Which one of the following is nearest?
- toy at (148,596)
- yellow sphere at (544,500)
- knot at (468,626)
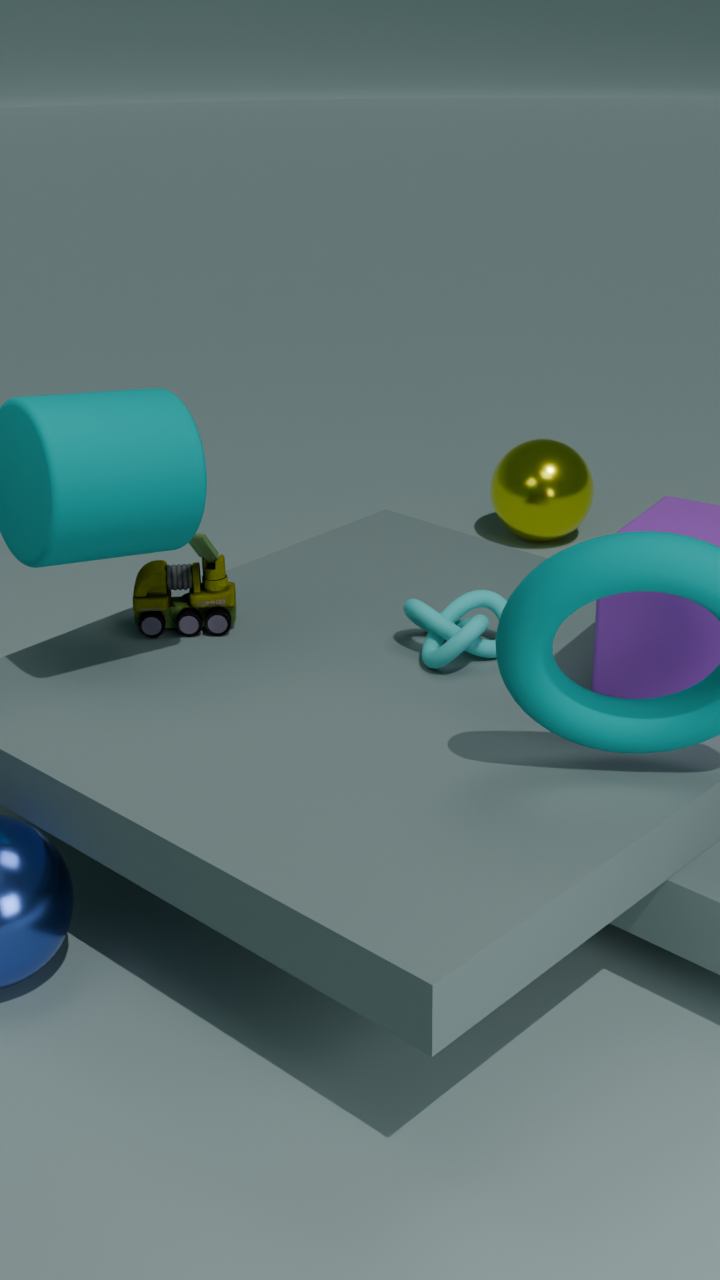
knot at (468,626)
